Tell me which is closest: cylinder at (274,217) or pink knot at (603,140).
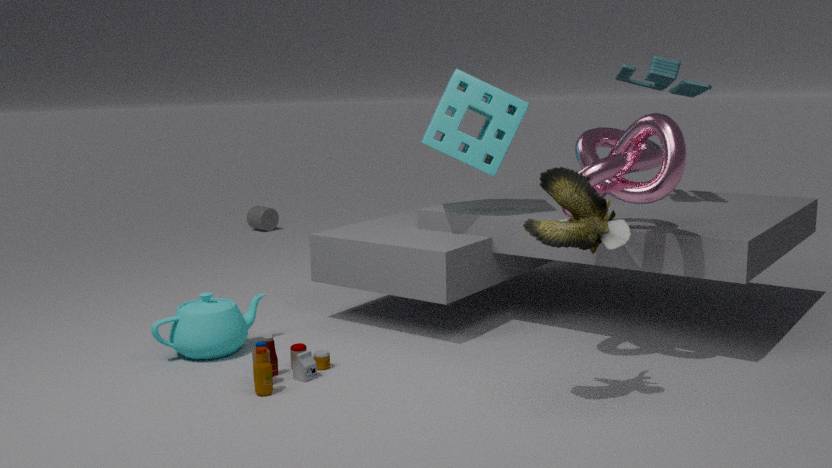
pink knot at (603,140)
